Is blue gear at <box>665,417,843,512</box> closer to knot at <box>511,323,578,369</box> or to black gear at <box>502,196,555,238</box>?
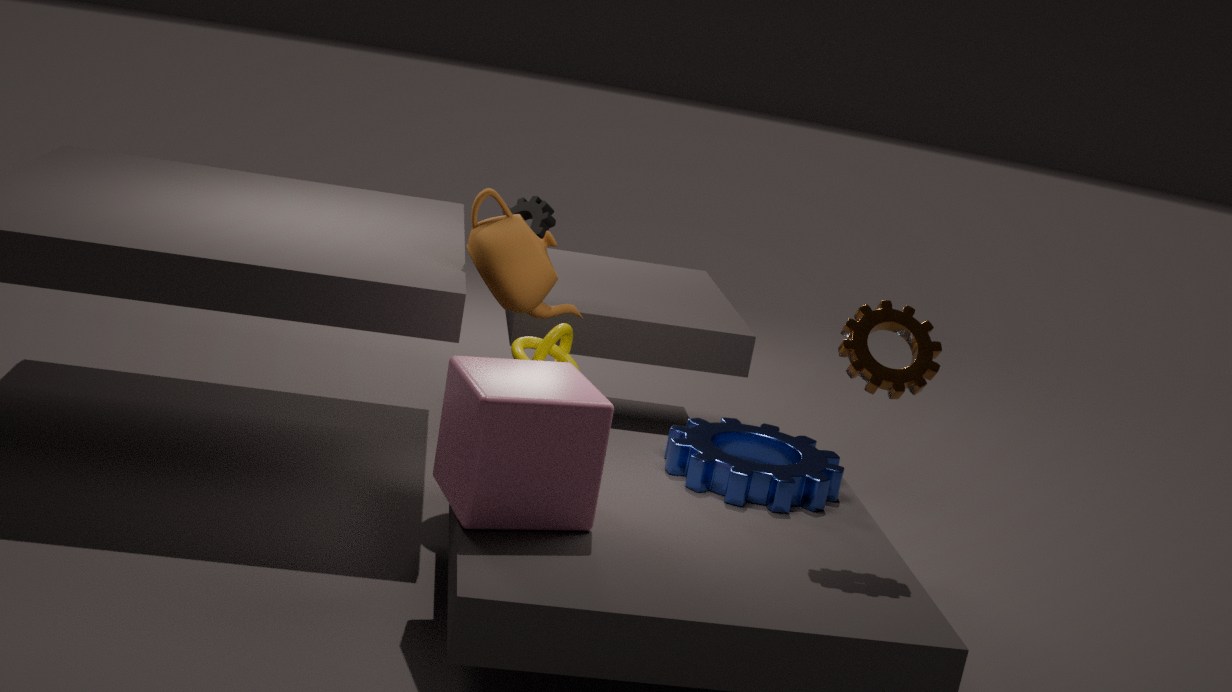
knot at <box>511,323,578,369</box>
